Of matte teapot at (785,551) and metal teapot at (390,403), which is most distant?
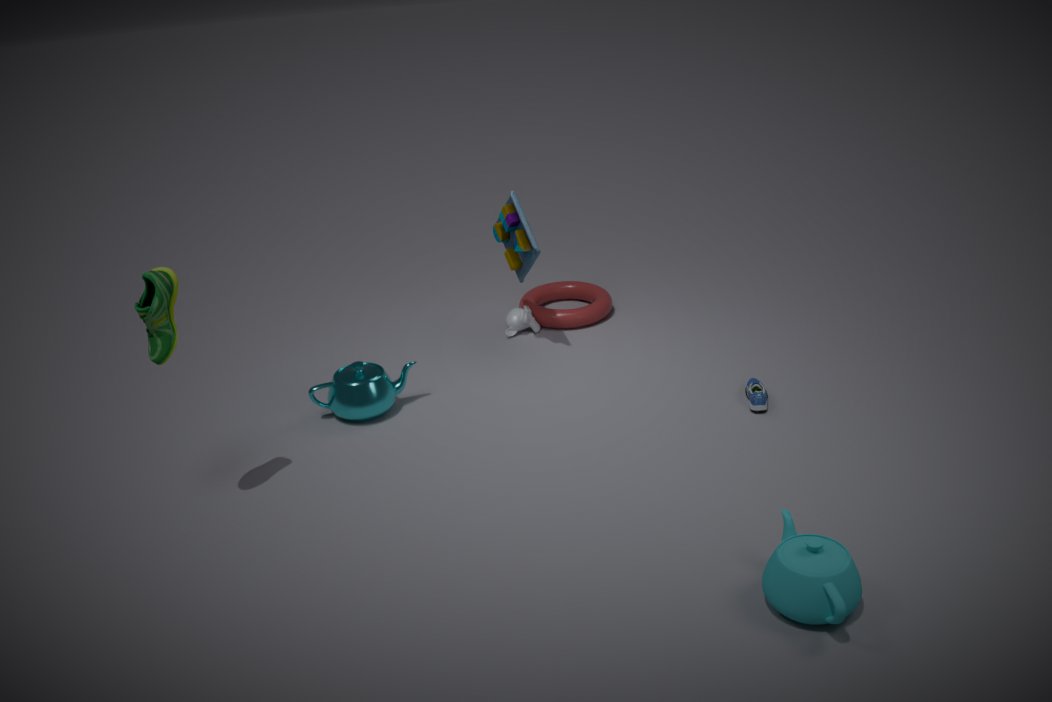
metal teapot at (390,403)
